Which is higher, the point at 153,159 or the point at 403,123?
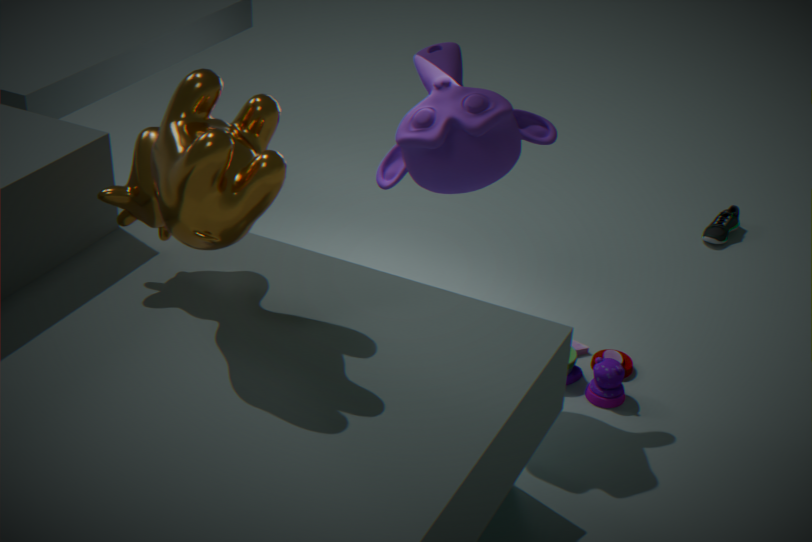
the point at 153,159
